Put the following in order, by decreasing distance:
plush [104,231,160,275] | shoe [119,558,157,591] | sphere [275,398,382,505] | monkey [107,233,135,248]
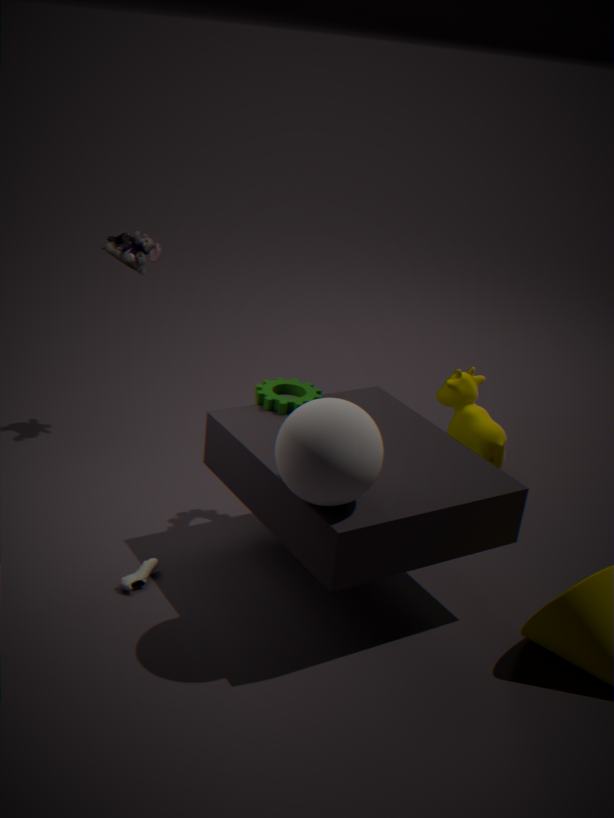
1. monkey [107,233,135,248]
2. plush [104,231,160,275]
3. shoe [119,558,157,591]
4. sphere [275,398,382,505]
